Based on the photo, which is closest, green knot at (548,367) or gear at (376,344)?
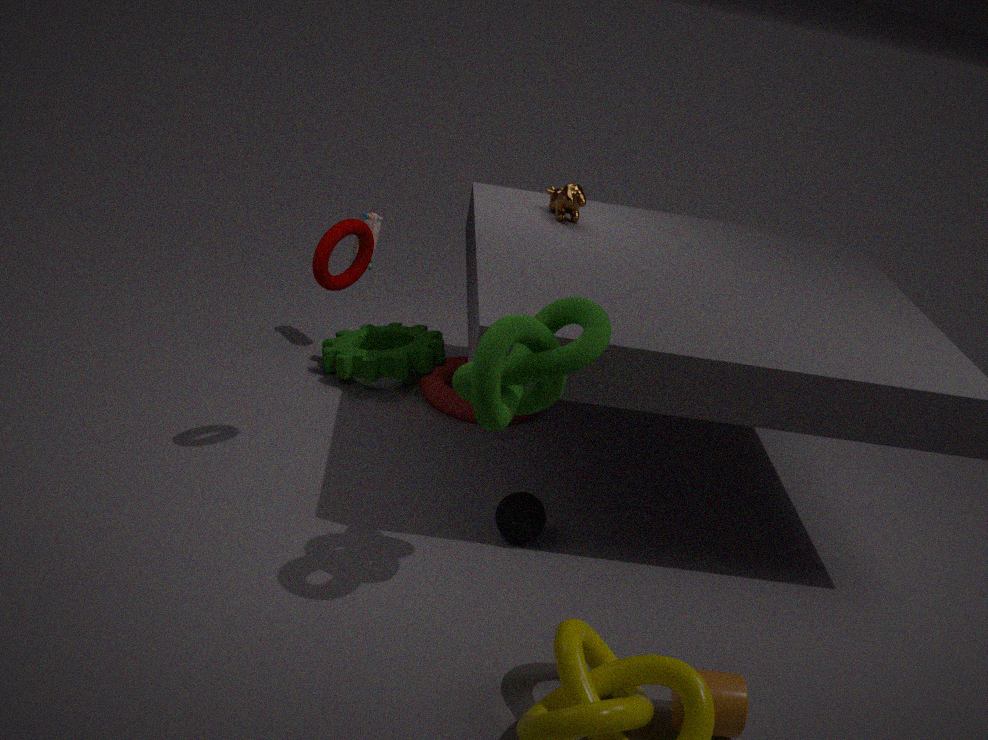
green knot at (548,367)
